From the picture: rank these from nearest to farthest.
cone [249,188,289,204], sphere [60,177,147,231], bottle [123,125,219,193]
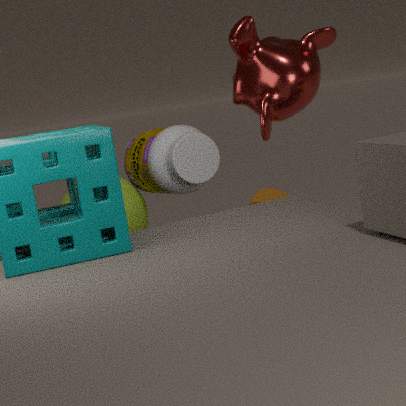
1. bottle [123,125,219,193]
2. sphere [60,177,147,231]
3. cone [249,188,289,204]
